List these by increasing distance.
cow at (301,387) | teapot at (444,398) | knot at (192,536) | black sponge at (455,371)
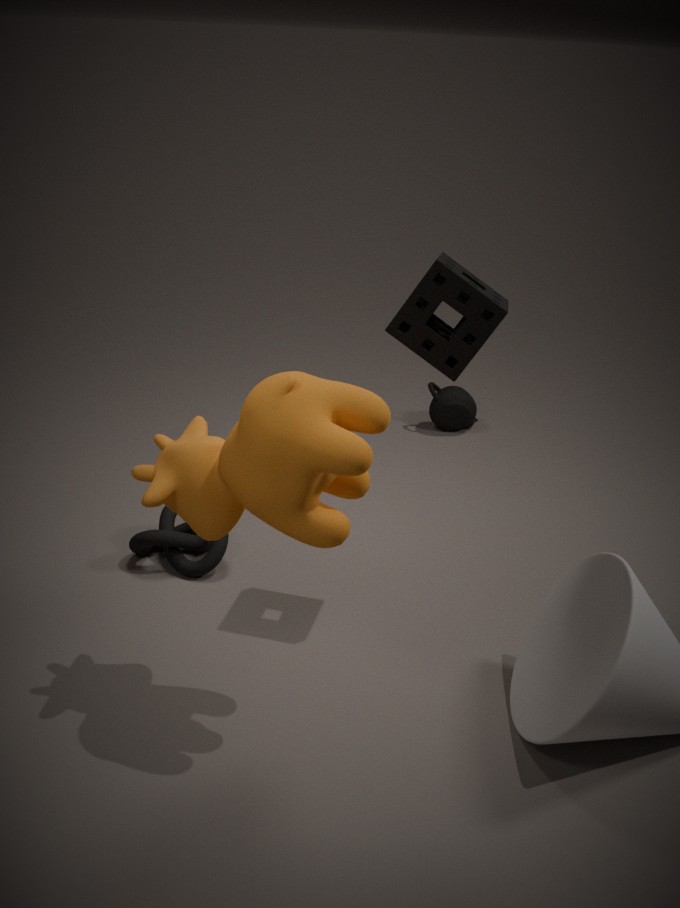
cow at (301,387)
black sponge at (455,371)
knot at (192,536)
teapot at (444,398)
